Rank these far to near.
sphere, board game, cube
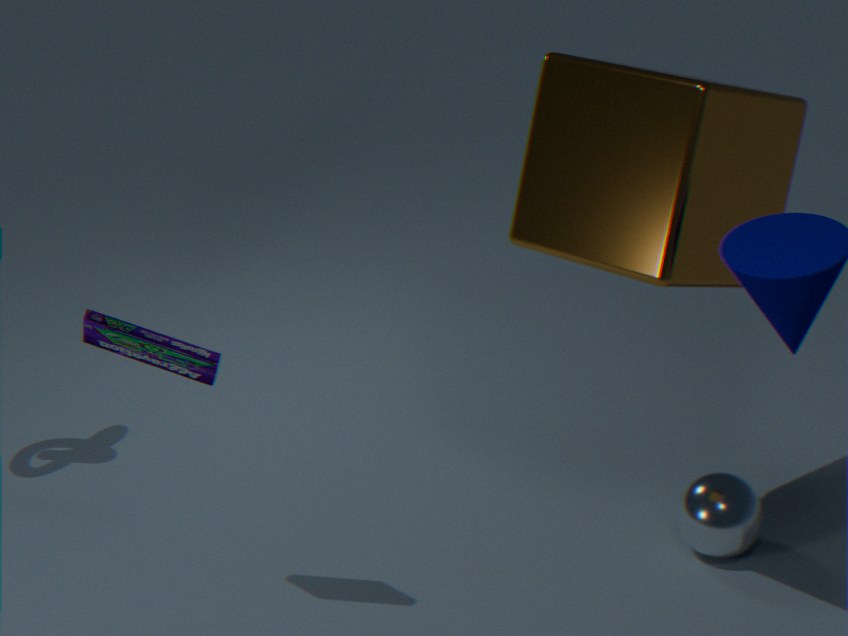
sphere → board game → cube
